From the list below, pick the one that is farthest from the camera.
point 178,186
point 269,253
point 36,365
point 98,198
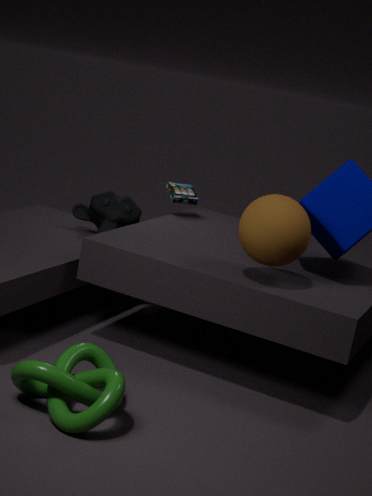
point 178,186
